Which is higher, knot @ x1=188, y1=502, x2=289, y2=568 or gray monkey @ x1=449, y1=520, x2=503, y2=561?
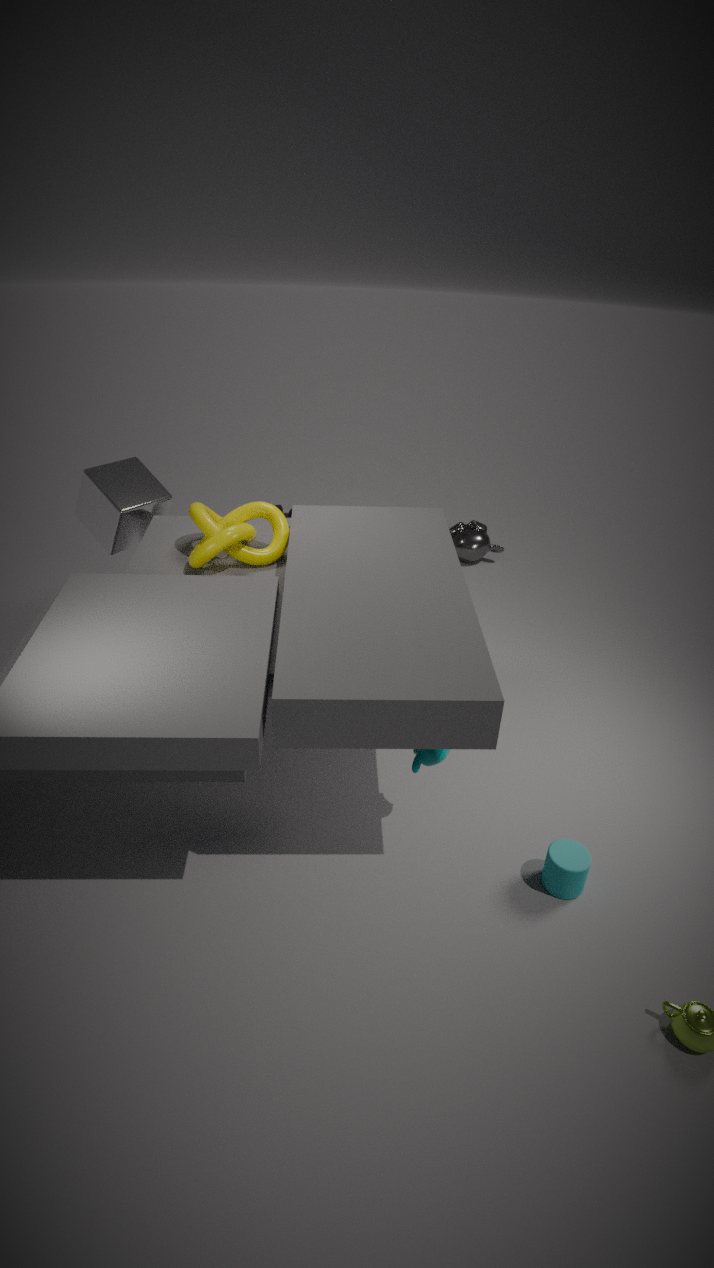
knot @ x1=188, y1=502, x2=289, y2=568
